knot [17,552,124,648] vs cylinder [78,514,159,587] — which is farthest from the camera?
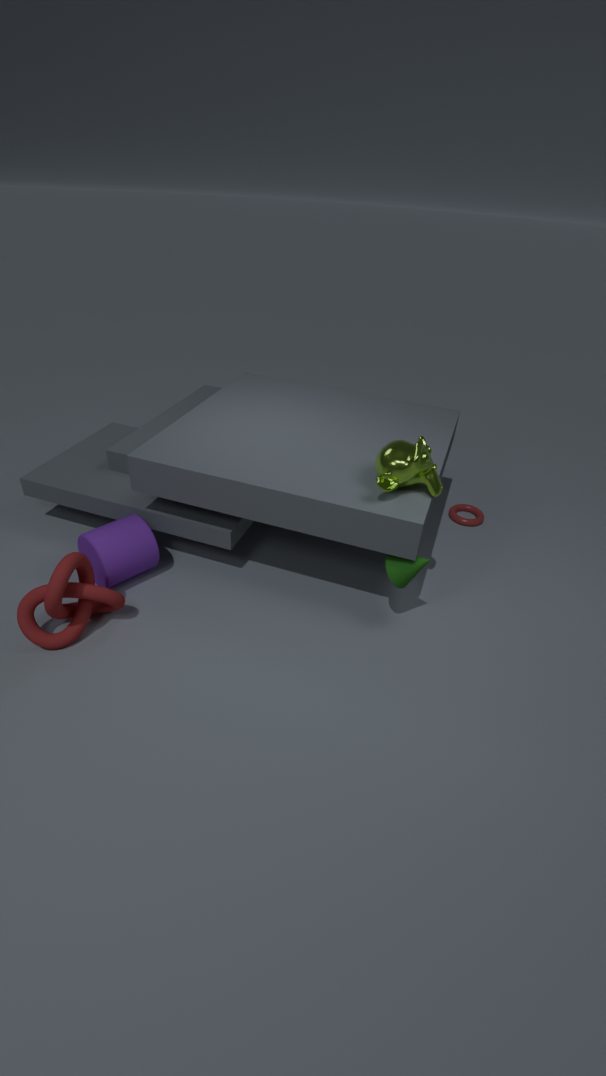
cylinder [78,514,159,587]
